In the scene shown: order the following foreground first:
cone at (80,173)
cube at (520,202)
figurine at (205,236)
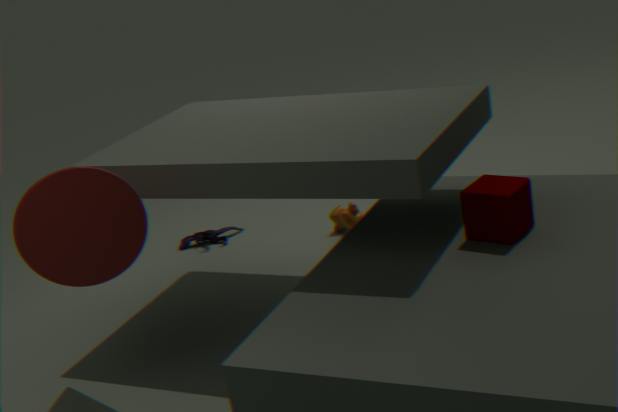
cone at (80,173), cube at (520,202), figurine at (205,236)
